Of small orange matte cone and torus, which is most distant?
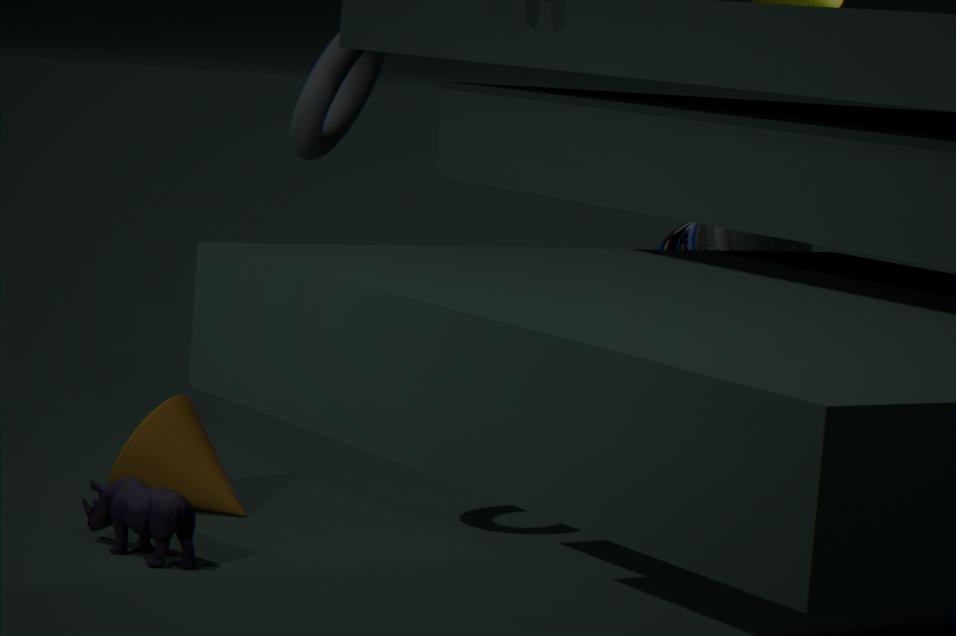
small orange matte cone
